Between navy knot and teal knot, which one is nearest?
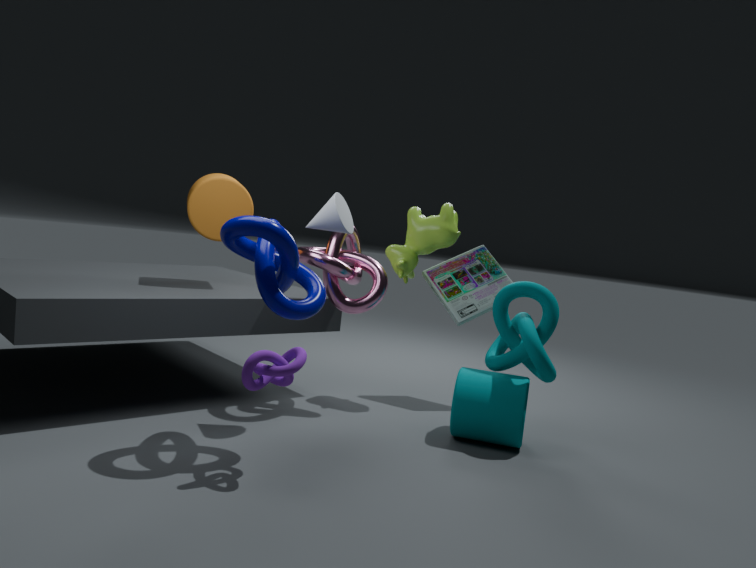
navy knot
